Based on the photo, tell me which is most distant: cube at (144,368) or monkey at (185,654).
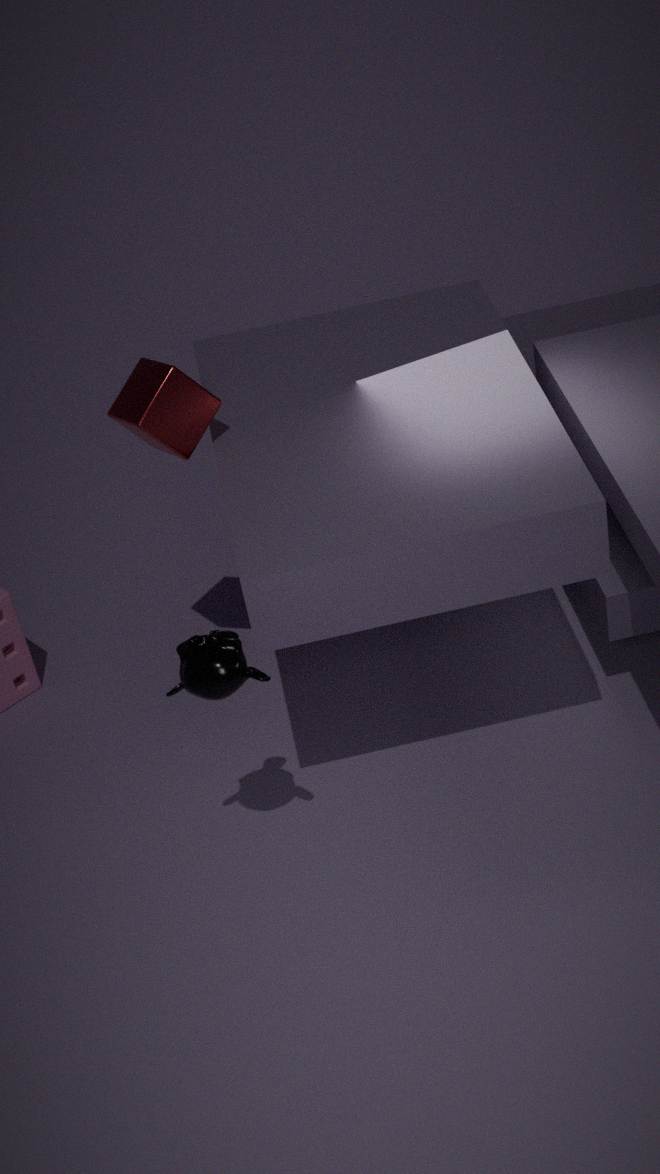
cube at (144,368)
